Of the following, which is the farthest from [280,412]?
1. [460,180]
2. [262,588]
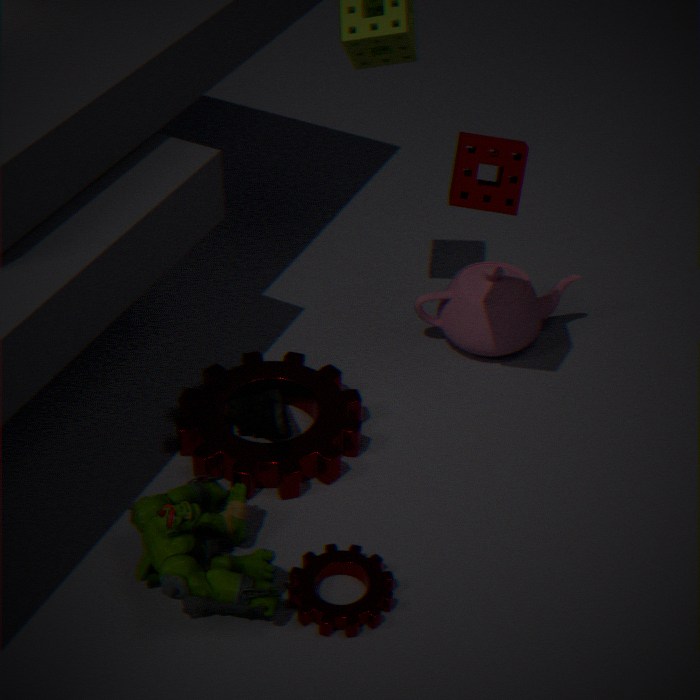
[460,180]
